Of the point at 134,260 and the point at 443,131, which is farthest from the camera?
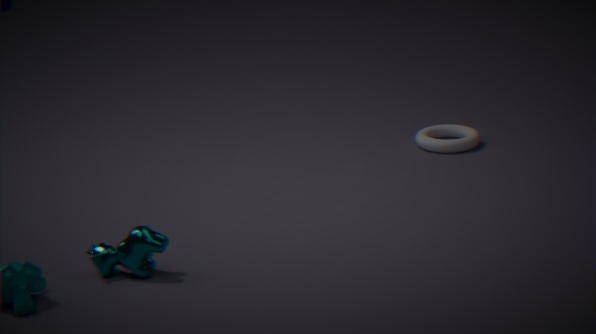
the point at 443,131
